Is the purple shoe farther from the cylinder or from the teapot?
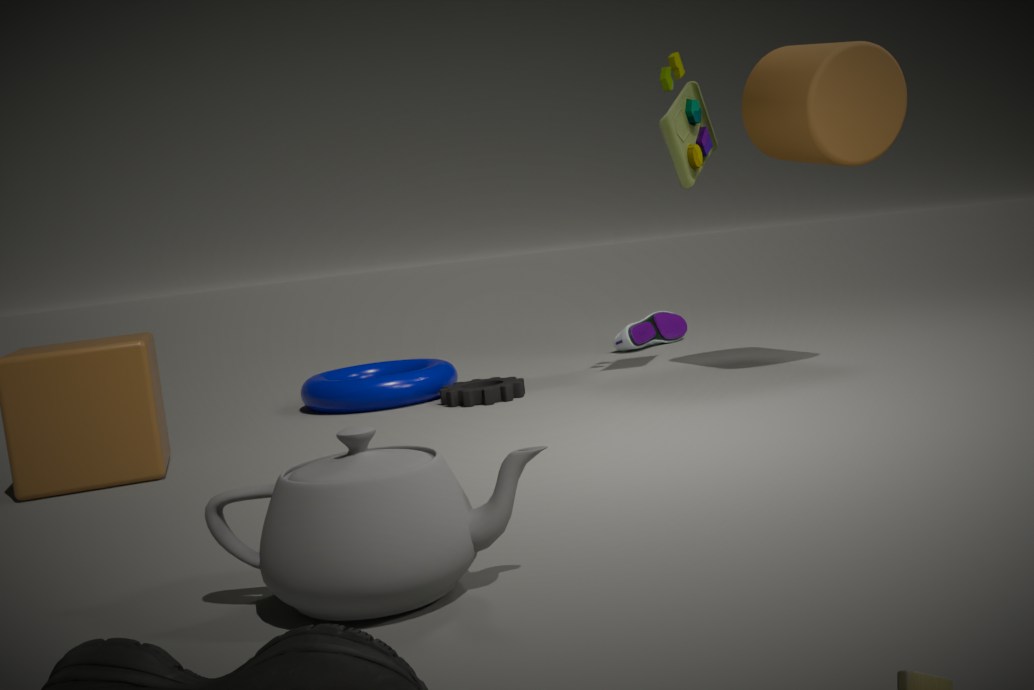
the teapot
